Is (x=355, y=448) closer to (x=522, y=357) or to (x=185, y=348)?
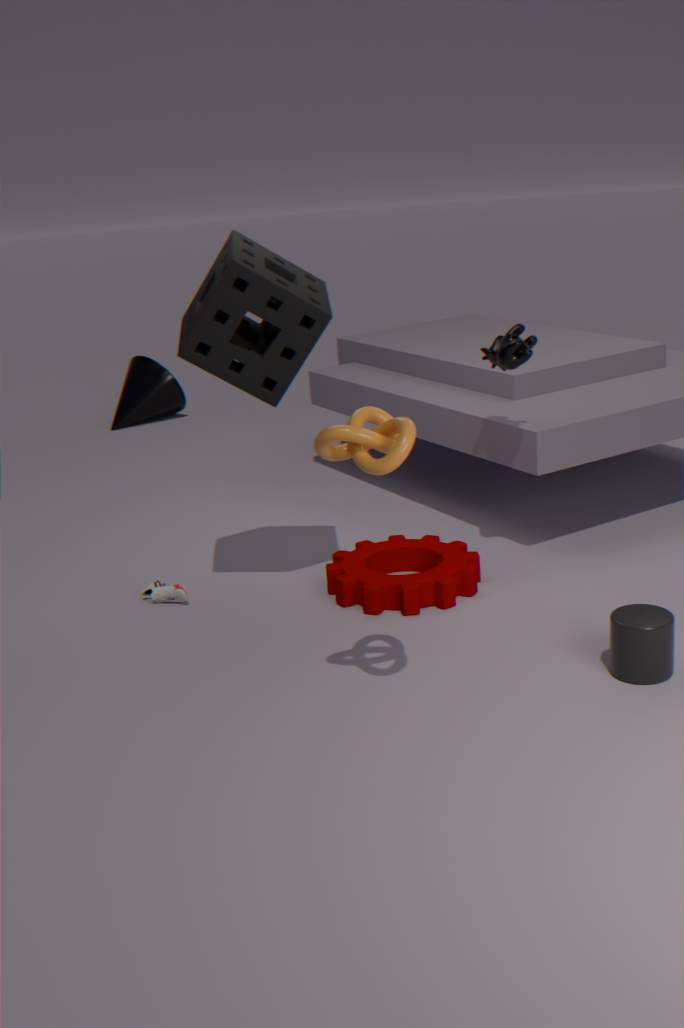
(x=185, y=348)
